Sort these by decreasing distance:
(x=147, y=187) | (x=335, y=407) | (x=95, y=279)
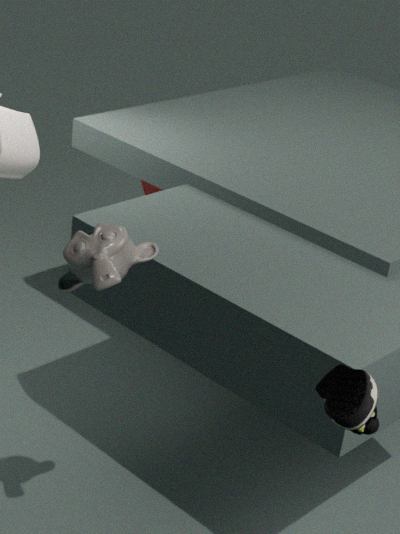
(x=147, y=187) < (x=95, y=279) < (x=335, y=407)
